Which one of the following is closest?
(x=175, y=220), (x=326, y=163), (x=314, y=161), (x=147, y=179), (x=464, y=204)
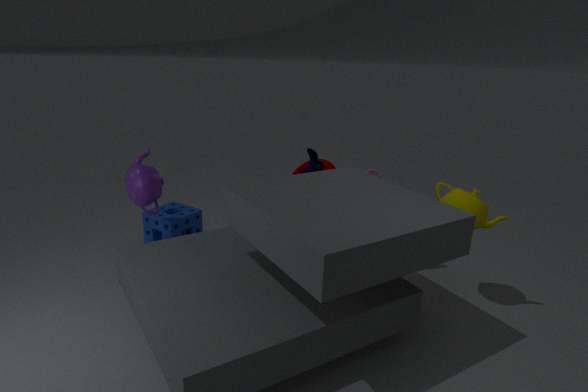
(x=464, y=204)
